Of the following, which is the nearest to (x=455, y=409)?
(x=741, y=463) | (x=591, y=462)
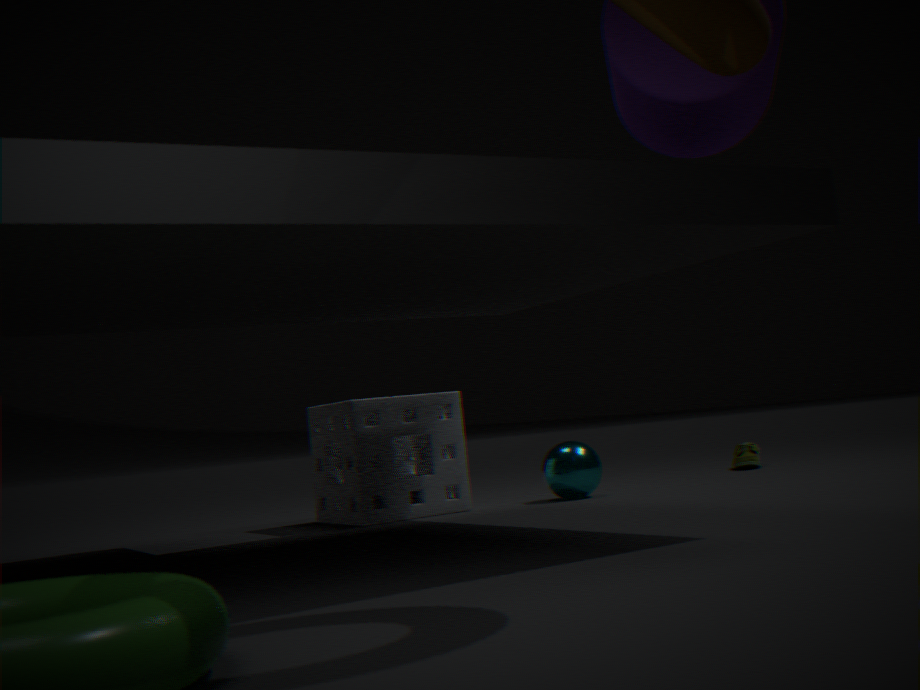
(x=591, y=462)
